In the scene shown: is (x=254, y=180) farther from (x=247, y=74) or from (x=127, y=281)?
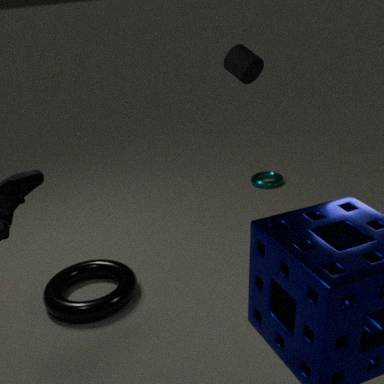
(x=127, y=281)
